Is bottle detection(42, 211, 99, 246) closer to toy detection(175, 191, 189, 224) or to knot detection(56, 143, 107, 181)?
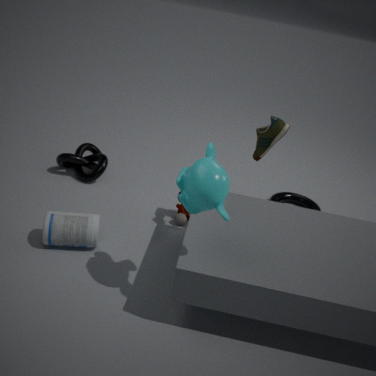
toy detection(175, 191, 189, 224)
